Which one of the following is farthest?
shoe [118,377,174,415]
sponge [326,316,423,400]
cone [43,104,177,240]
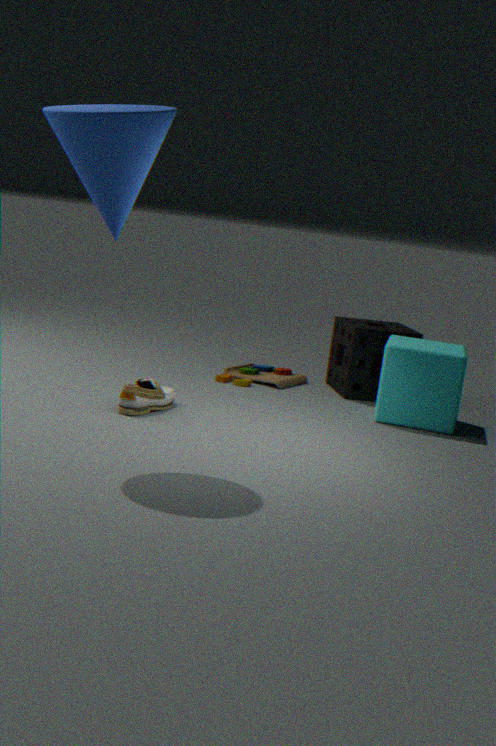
sponge [326,316,423,400]
